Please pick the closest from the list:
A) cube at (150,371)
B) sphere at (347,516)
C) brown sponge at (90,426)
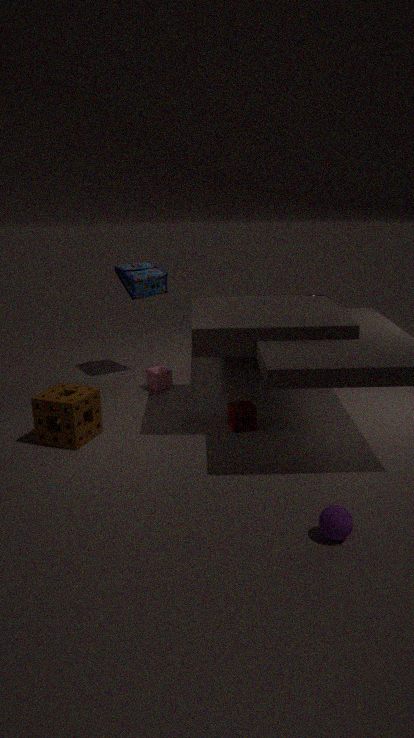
sphere at (347,516)
